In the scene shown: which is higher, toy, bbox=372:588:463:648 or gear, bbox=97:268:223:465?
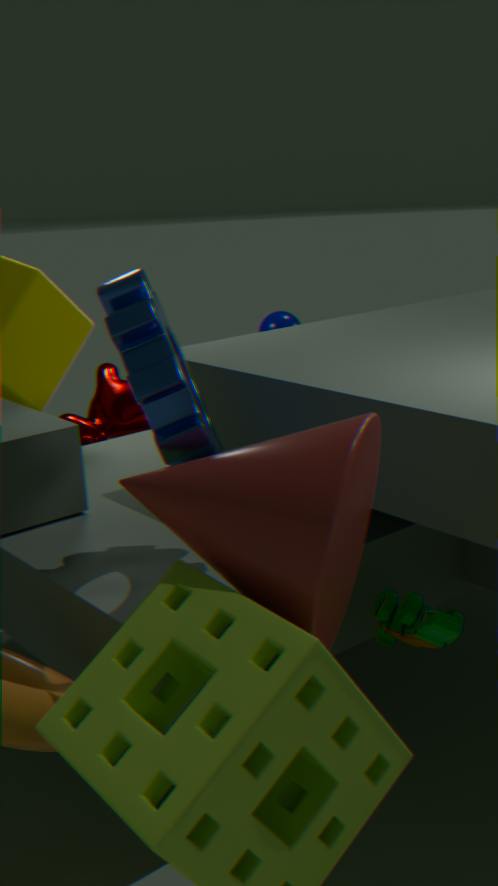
gear, bbox=97:268:223:465
